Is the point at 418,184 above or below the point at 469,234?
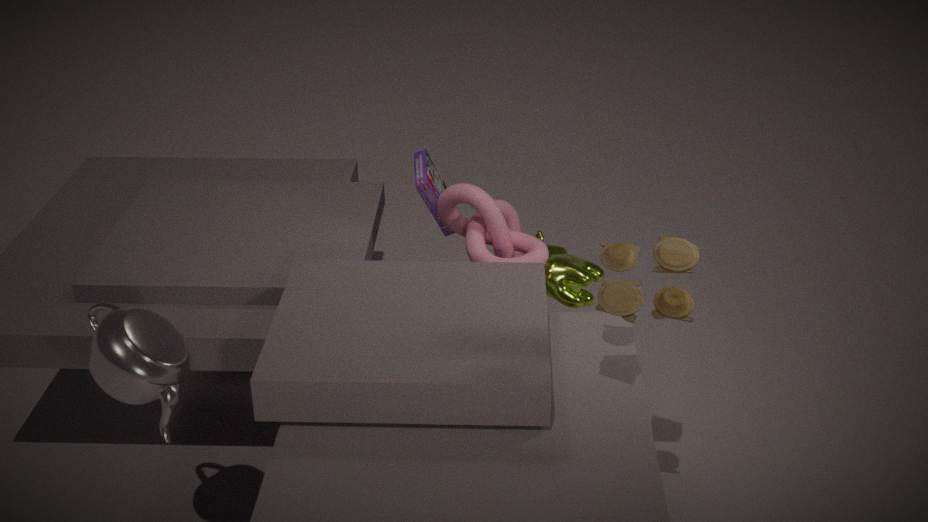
above
